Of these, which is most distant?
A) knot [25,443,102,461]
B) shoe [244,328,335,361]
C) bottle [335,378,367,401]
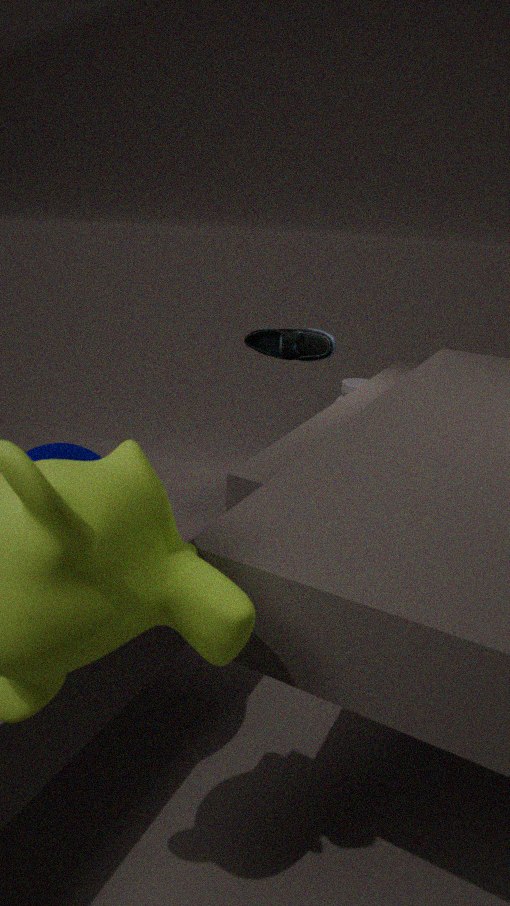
bottle [335,378,367,401]
